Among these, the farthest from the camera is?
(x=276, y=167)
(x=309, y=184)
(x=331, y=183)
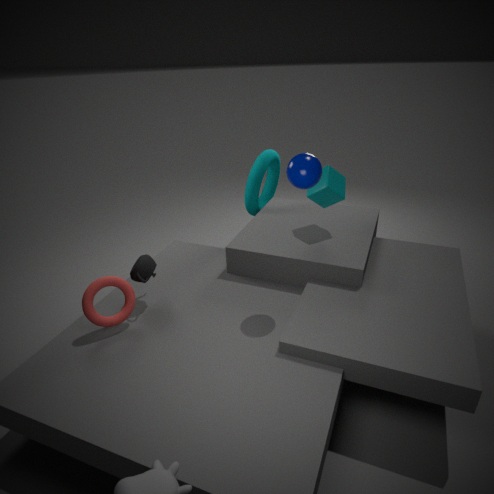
(x=276, y=167)
